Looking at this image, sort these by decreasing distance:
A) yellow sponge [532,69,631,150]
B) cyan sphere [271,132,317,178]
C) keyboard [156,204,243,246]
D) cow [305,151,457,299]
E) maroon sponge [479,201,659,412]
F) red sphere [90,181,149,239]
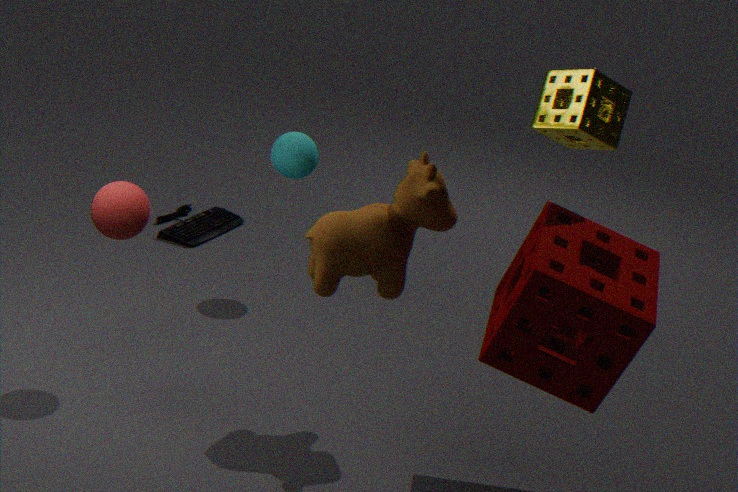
keyboard [156,204,243,246] → cyan sphere [271,132,317,178] → red sphere [90,181,149,239] → cow [305,151,457,299] → yellow sponge [532,69,631,150] → maroon sponge [479,201,659,412]
